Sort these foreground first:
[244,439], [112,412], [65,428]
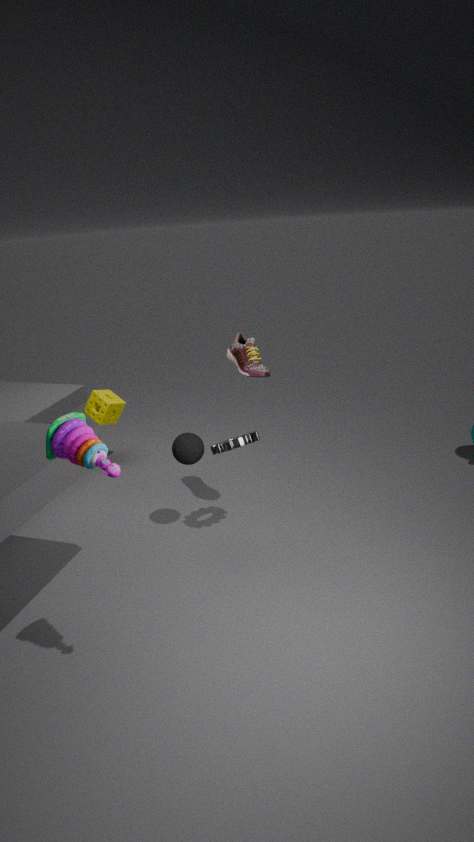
[65,428]
[244,439]
[112,412]
